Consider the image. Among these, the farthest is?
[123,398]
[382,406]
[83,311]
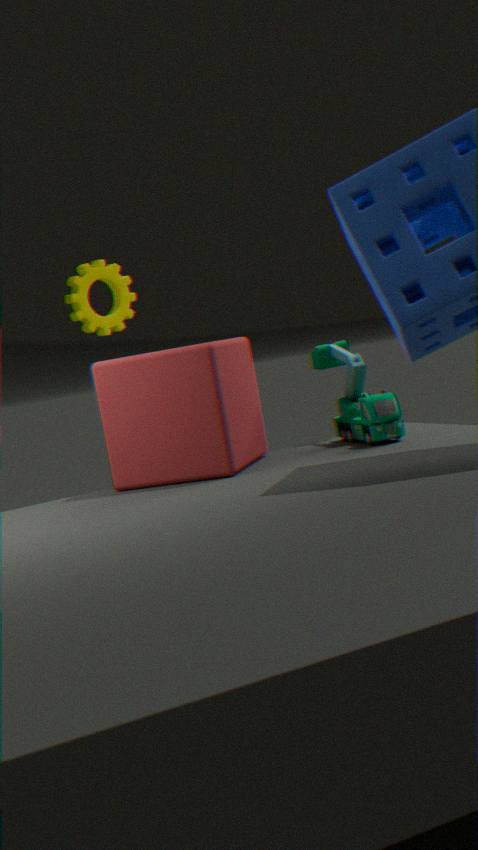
[83,311]
